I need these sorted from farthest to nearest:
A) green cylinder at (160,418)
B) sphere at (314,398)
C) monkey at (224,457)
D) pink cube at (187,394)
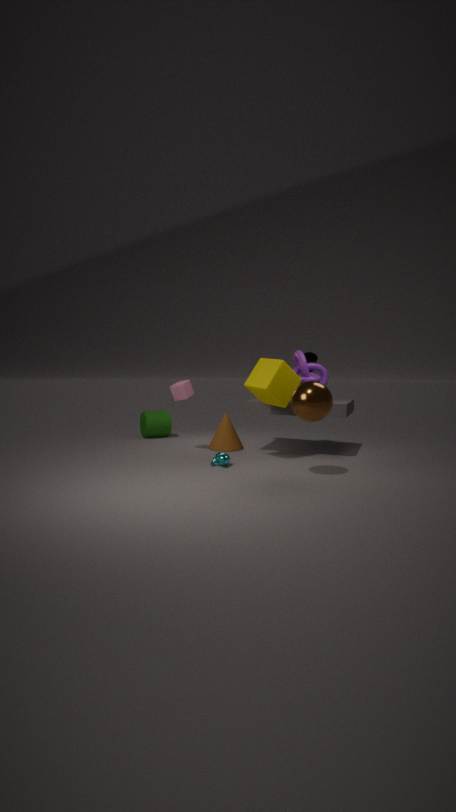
green cylinder at (160,418) < pink cube at (187,394) < monkey at (224,457) < sphere at (314,398)
